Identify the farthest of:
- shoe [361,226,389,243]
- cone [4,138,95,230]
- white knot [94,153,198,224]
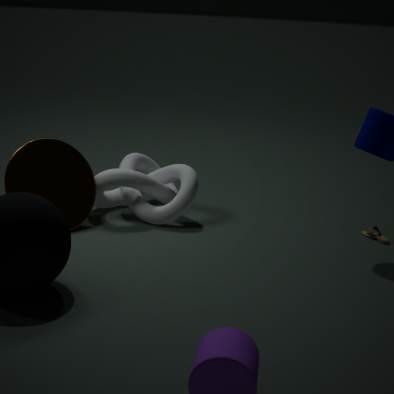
white knot [94,153,198,224]
